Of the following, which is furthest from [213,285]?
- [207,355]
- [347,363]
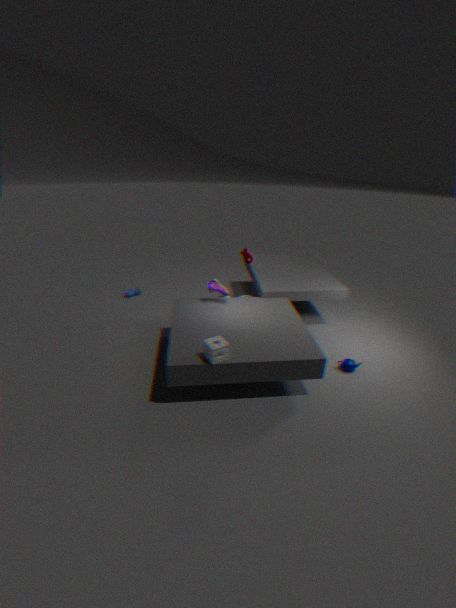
[347,363]
